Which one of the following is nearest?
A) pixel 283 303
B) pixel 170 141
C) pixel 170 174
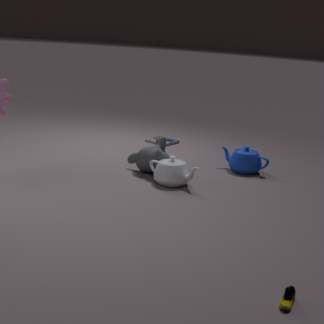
pixel 283 303
